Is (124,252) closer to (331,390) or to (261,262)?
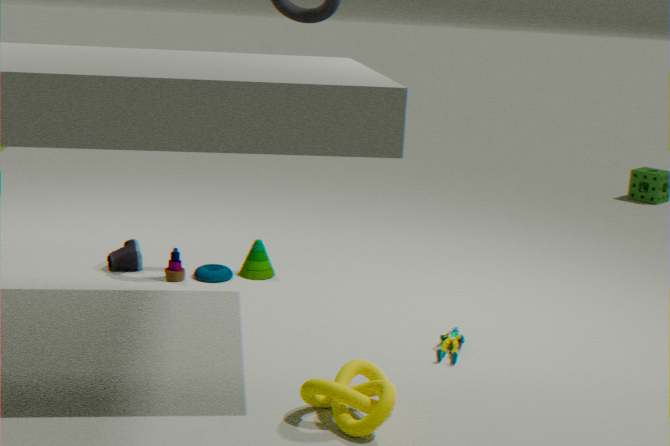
(261,262)
